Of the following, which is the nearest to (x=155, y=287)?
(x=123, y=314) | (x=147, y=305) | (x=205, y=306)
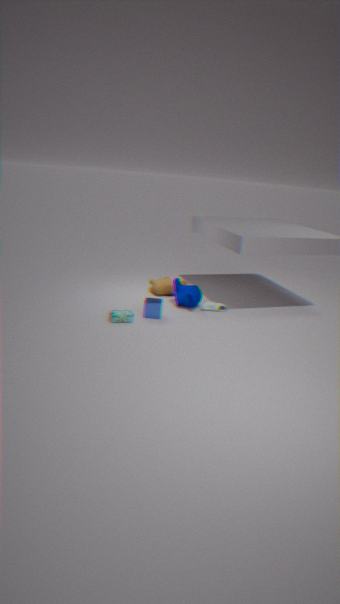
(x=205, y=306)
